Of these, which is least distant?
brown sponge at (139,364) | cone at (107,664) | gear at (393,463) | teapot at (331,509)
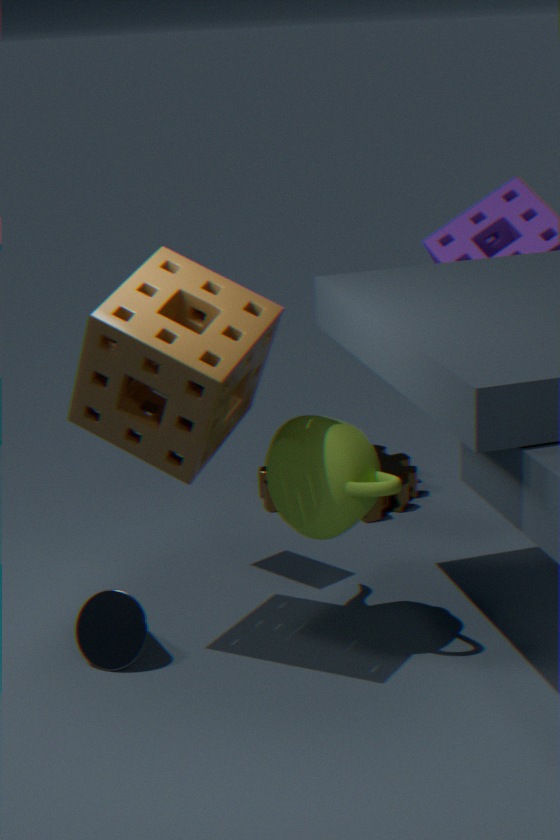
brown sponge at (139,364)
